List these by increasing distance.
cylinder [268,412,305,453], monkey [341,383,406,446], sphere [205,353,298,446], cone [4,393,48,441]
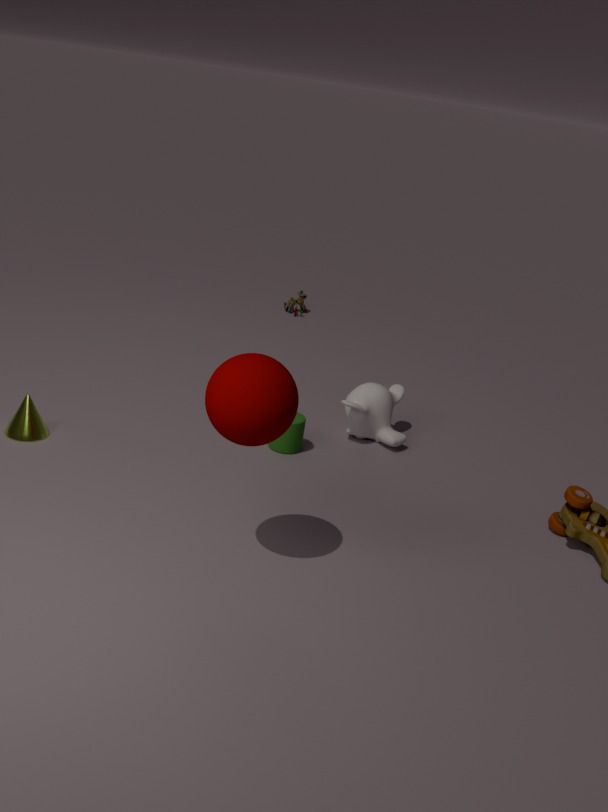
sphere [205,353,298,446]
cone [4,393,48,441]
cylinder [268,412,305,453]
monkey [341,383,406,446]
